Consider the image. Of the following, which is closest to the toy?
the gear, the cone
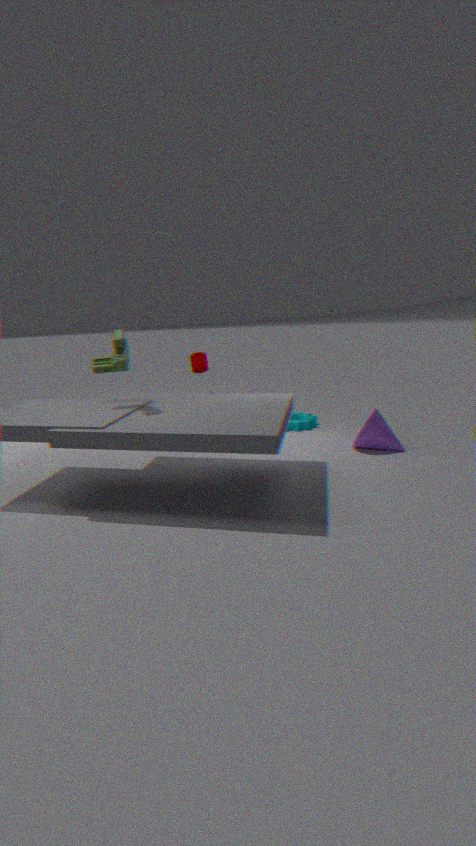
the gear
